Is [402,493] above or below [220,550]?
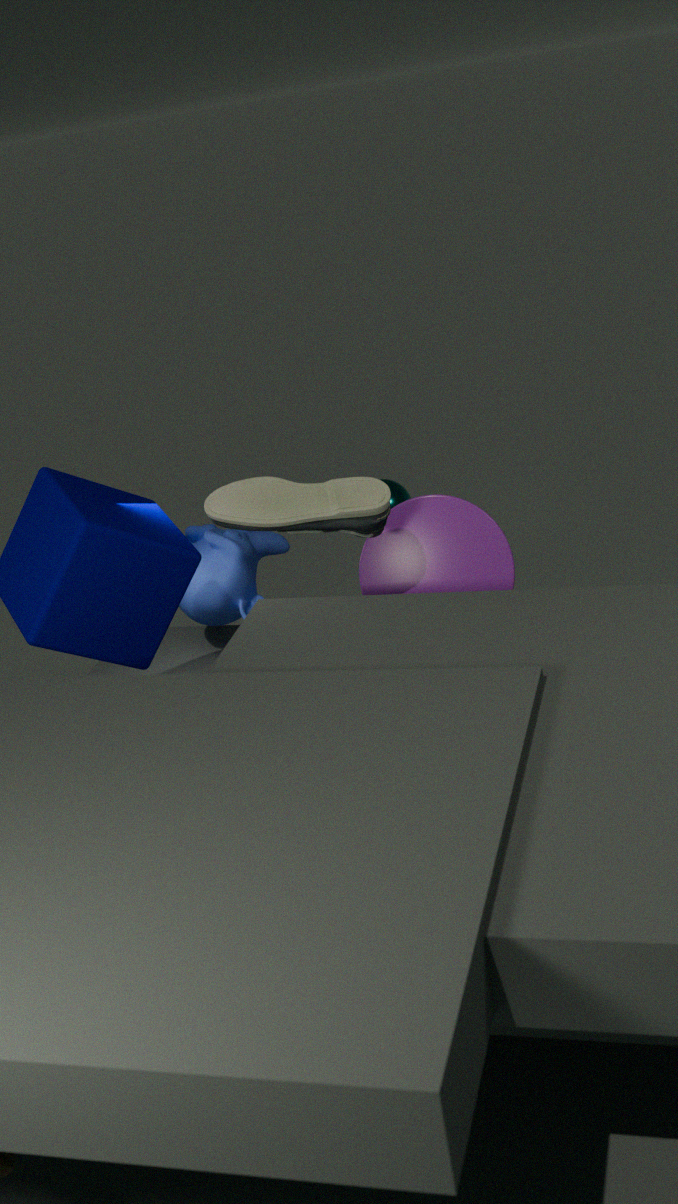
above
